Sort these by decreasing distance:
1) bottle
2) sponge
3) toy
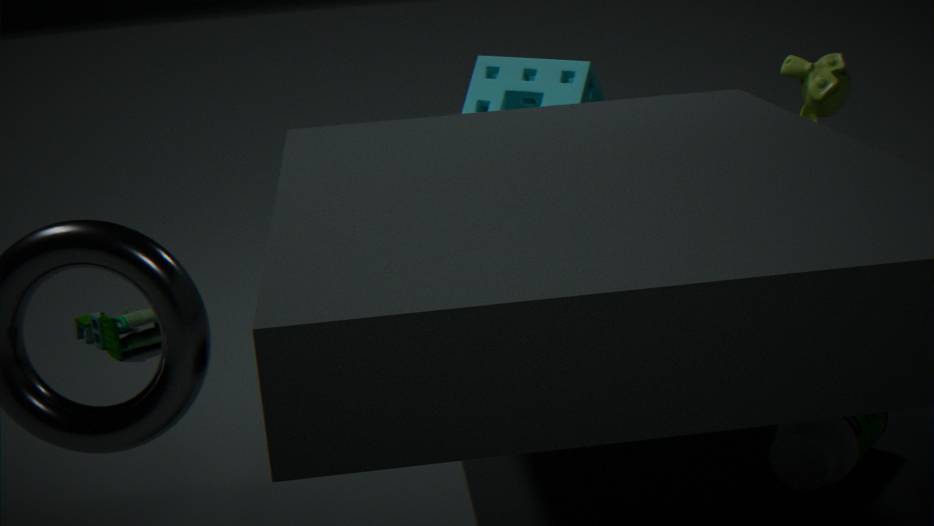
3. toy
2. sponge
1. bottle
